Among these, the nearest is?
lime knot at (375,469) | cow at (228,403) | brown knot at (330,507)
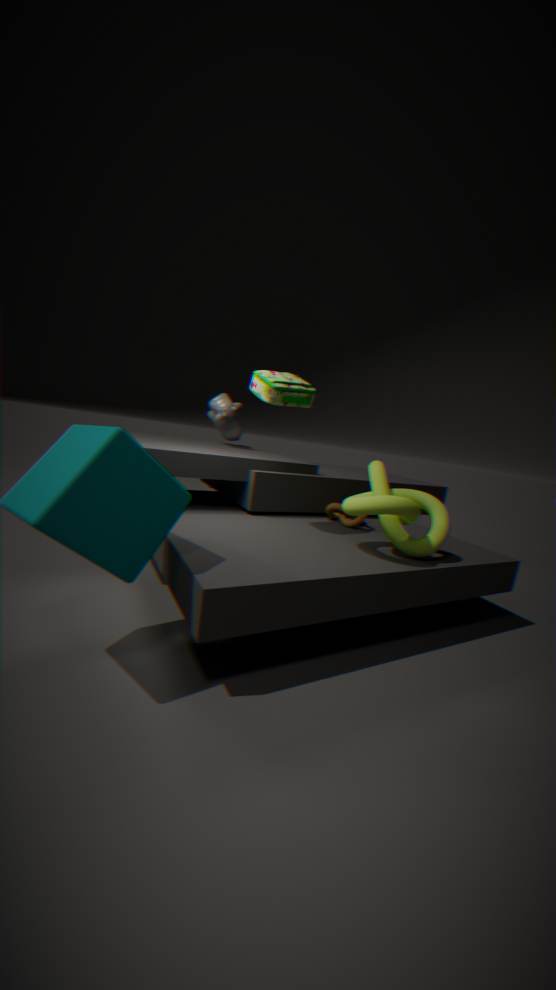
lime knot at (375,469)
